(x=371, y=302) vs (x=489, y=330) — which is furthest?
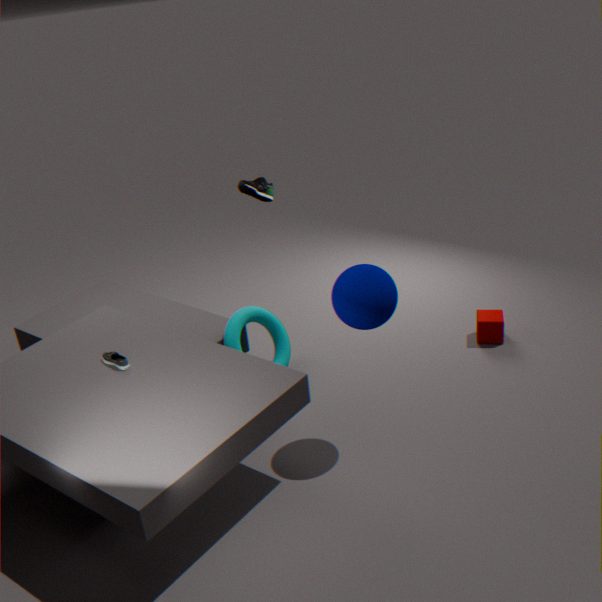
(x=489, y=330)
